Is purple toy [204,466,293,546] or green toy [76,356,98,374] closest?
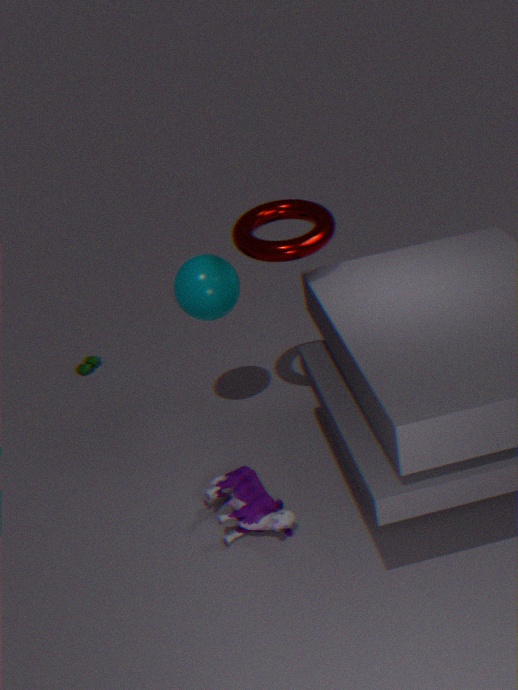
purple toy [204,466,293,546]
